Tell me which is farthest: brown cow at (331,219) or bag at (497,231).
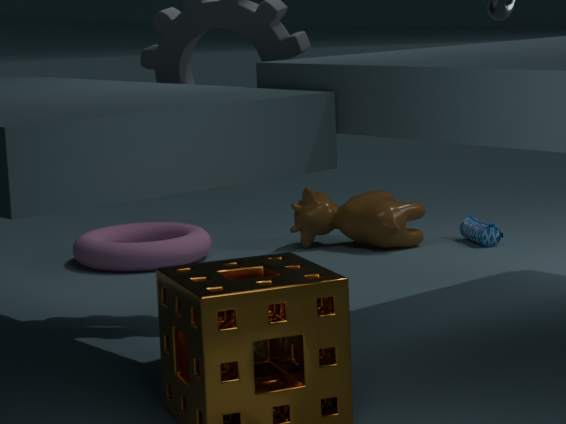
bag at (497,231)
